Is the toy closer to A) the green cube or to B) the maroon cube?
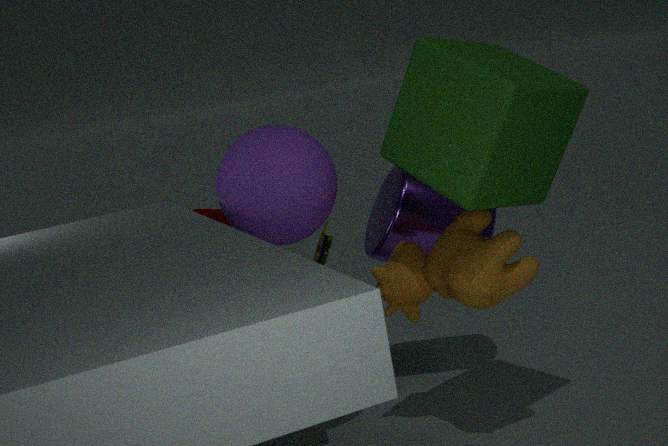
A) the green cube
